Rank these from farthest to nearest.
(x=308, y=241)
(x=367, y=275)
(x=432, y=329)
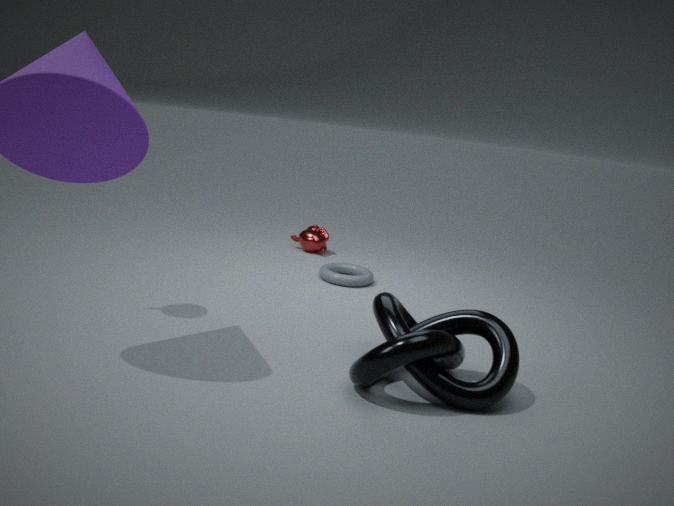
1. (x=308, y=241)
2. (x=367, y=275)
3. (x=432, y=329)
